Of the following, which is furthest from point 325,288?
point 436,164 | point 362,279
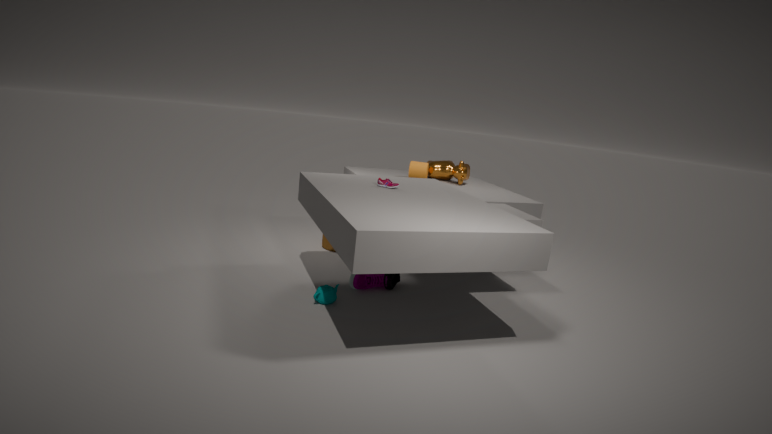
point 436,164
